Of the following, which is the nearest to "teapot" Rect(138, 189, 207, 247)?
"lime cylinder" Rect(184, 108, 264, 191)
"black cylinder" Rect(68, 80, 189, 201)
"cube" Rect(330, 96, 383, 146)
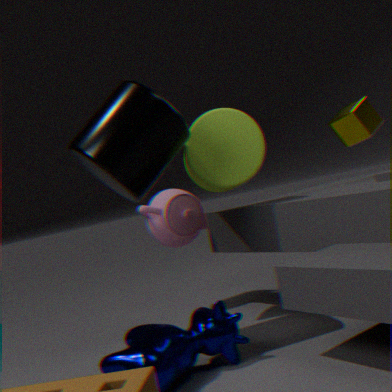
"lime cylinder" Rect(184, 108, 264, 191)
